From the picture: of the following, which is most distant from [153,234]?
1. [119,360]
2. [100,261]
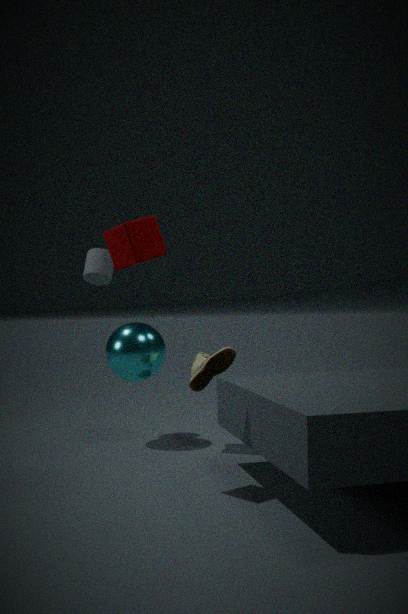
[100,261]
